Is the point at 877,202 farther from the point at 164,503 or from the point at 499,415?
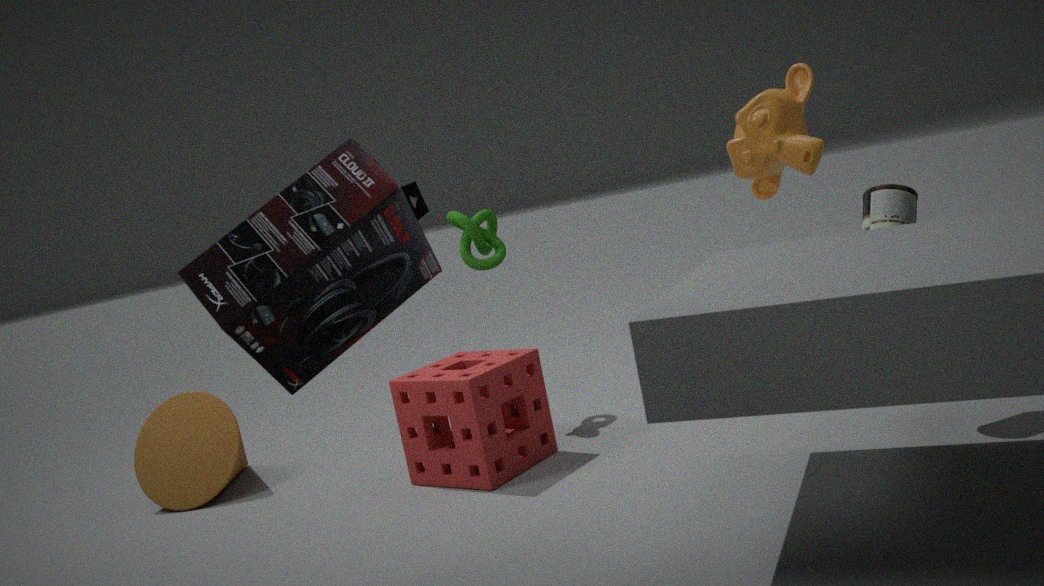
the point at 164,503
